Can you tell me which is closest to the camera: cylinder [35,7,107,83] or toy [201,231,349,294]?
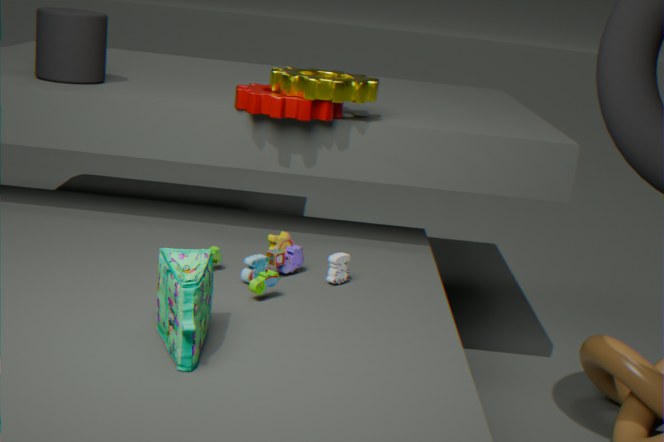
toy [201,231,349,294]
